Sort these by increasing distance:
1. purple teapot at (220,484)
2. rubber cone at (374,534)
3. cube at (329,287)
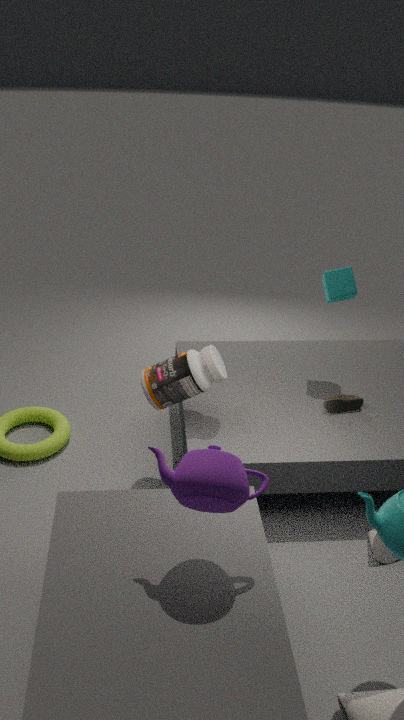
purple teapot at (220,484) < rubber cone at (374,534) < cube at (329,287)
